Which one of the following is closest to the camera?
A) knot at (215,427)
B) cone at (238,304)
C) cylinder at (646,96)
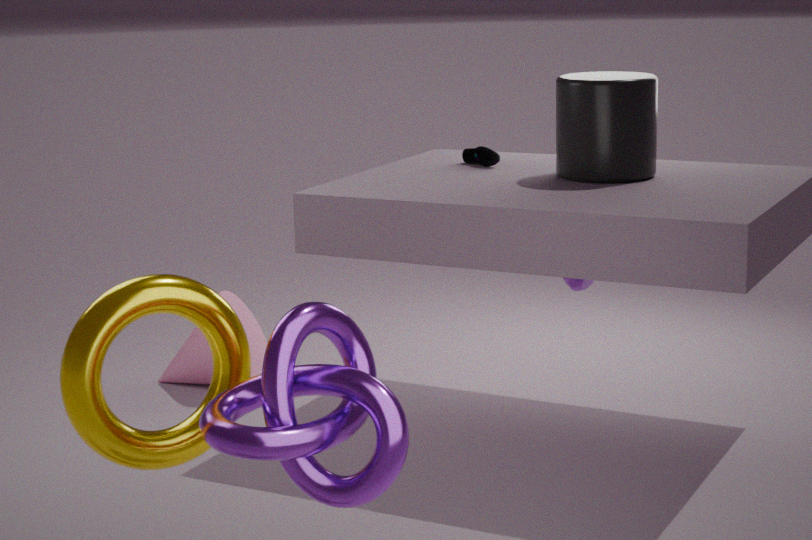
knot at (215,427)
